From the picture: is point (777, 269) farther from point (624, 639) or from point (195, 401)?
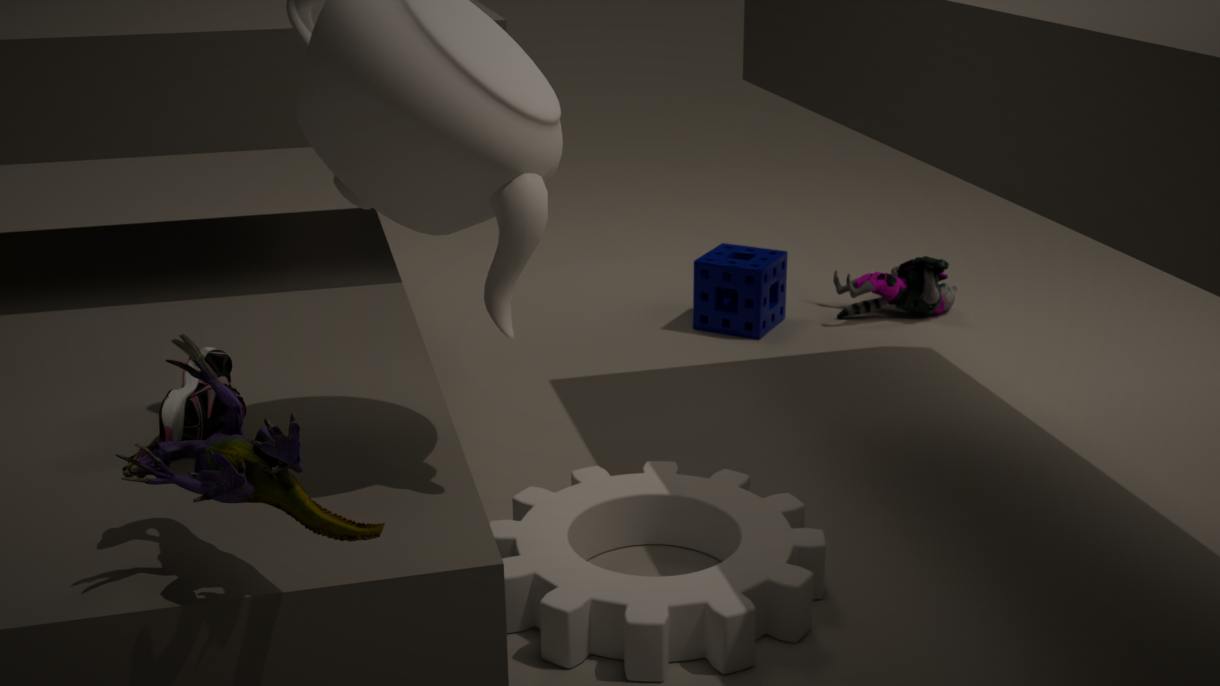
point (195, 401)
